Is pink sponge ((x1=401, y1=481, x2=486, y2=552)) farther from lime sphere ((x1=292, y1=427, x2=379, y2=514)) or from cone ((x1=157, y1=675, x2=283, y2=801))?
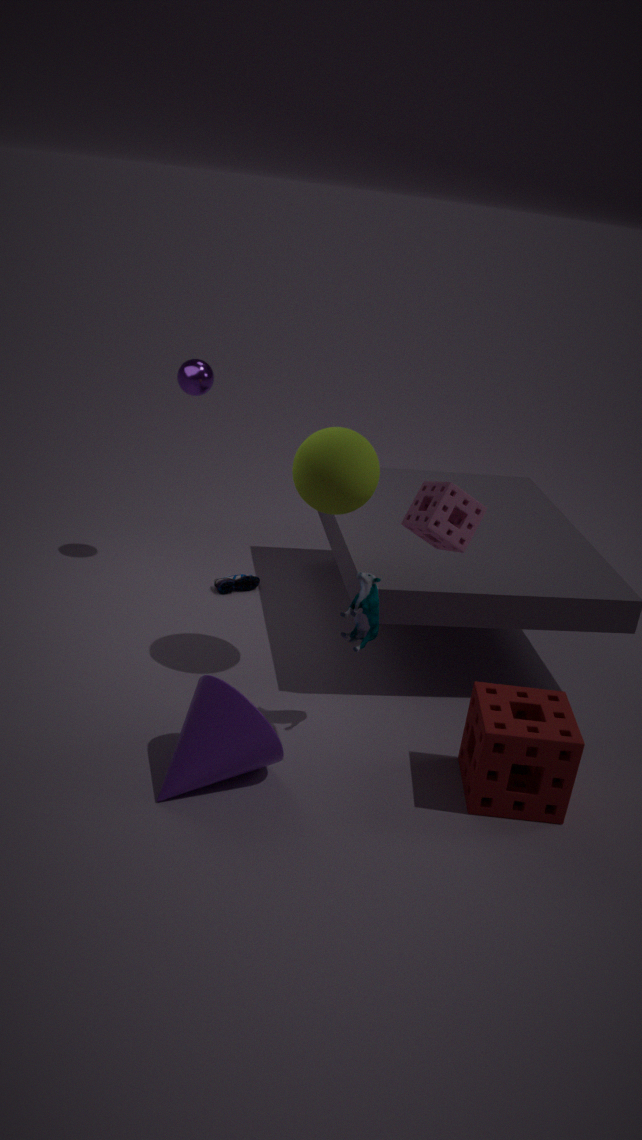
cone ((x1=157, y1=675, x2=283, y2=801))
